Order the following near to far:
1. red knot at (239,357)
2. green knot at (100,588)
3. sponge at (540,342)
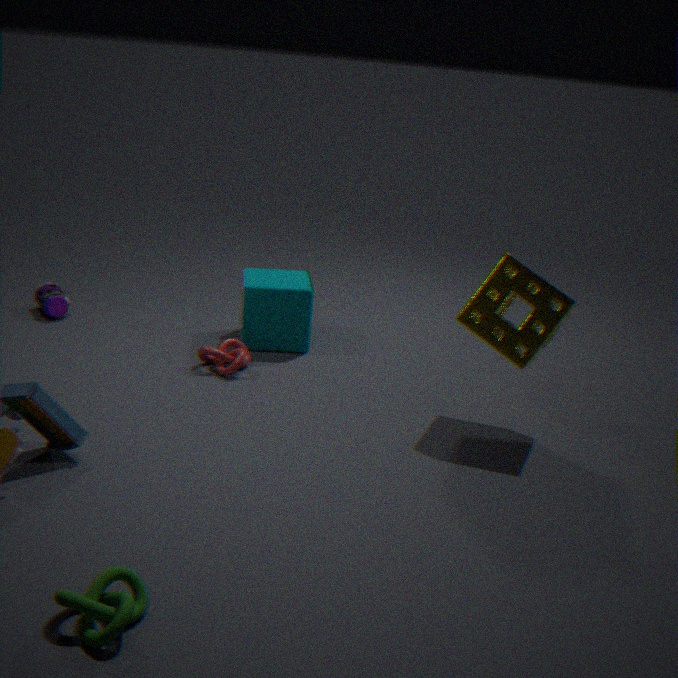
green knot at (100,588) → sponge at (540,342) → red knot at (239,357)
